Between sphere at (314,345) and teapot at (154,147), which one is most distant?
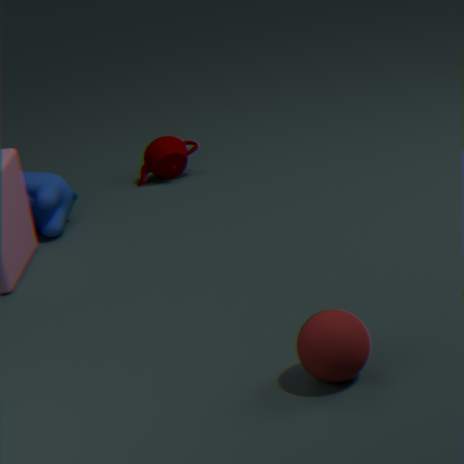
teapot at (154,147)
